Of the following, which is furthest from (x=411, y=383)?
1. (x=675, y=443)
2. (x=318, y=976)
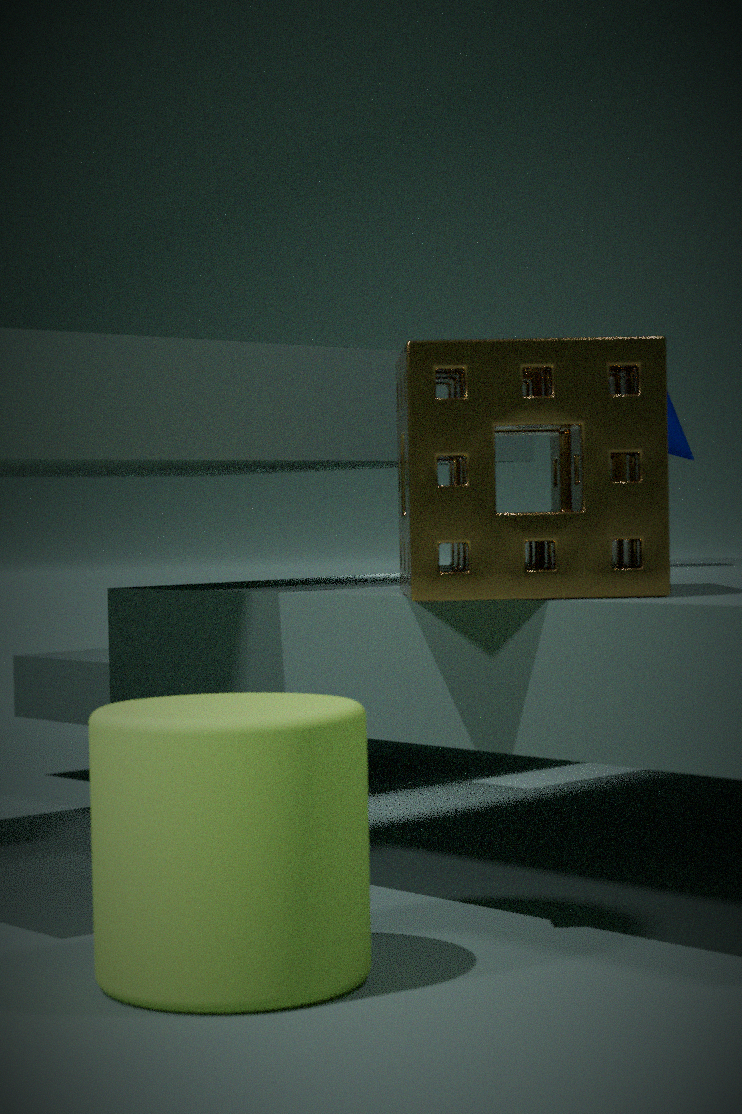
(x=675, y=443)
